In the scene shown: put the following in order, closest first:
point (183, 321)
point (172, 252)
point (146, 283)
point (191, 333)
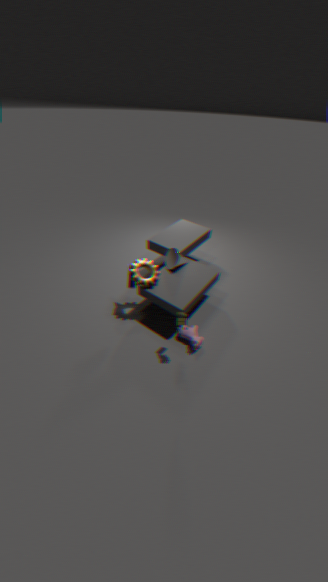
point (183, 321) < point (191, 333) < point (146, 283) < point (172, 252)
